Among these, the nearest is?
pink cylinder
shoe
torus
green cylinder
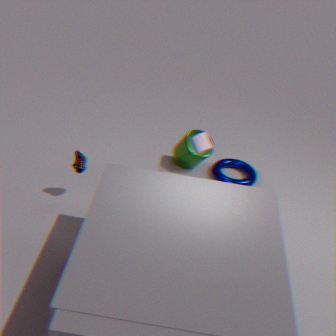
pink cylinder
